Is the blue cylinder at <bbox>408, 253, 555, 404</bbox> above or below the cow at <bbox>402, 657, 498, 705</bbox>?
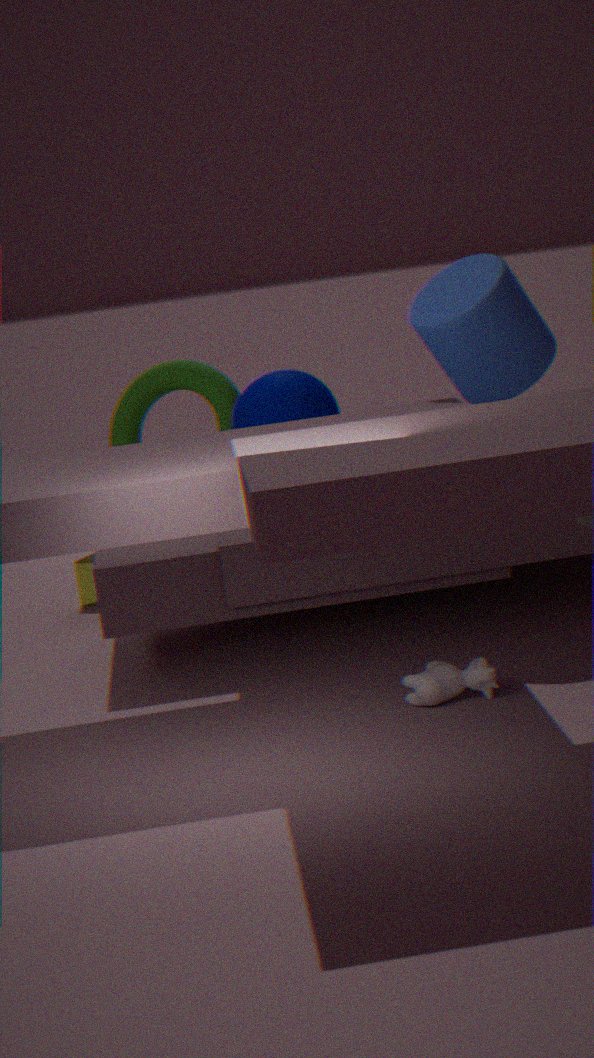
above
